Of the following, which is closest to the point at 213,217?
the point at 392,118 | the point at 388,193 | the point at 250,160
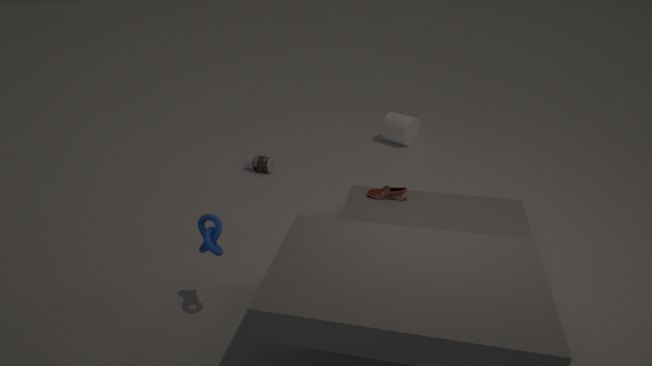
the point at 388,193
